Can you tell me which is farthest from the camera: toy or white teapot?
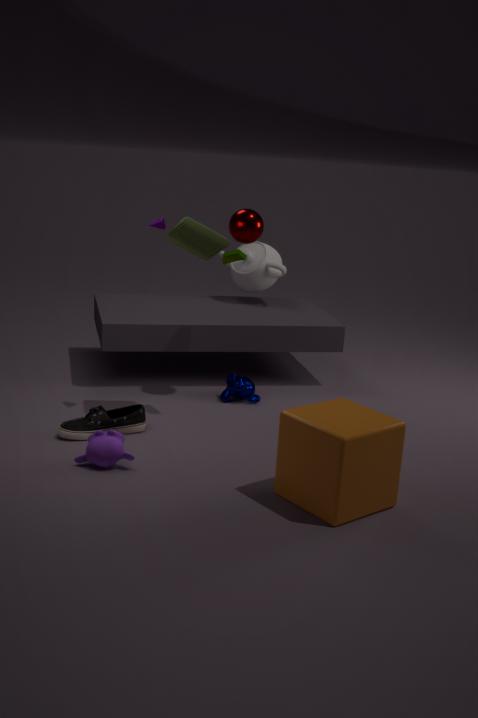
white teapot
